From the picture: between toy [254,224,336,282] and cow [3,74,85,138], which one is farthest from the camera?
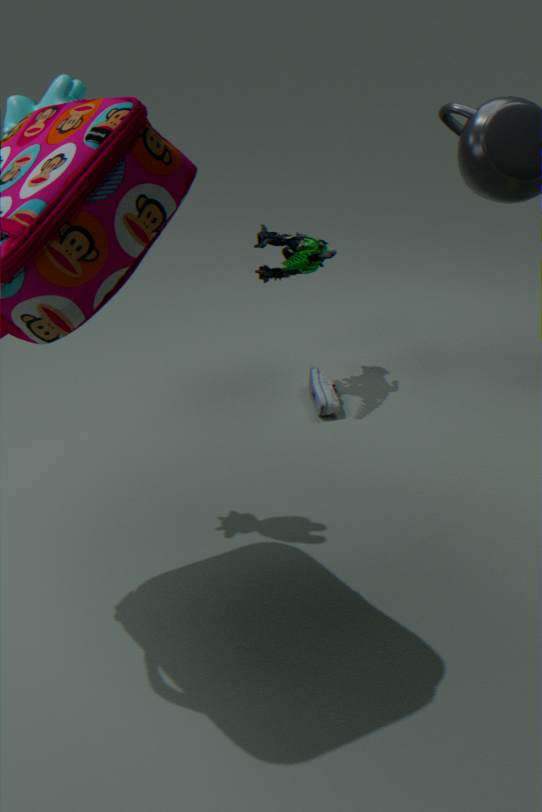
toy [254,224,336,282]
